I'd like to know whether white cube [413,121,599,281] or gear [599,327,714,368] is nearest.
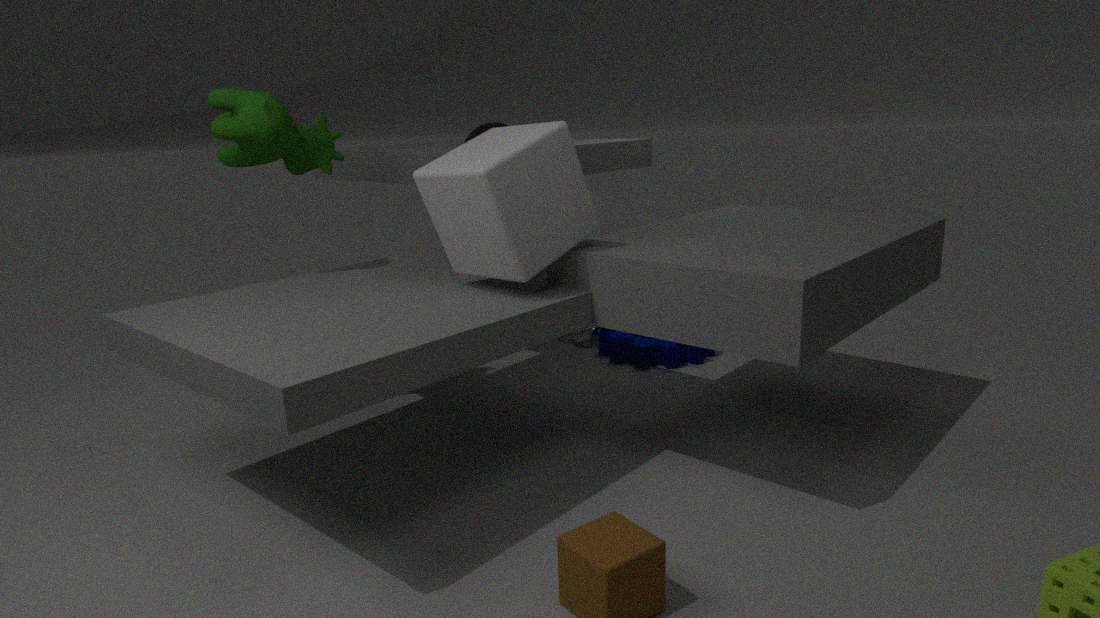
white cube [413,121,599,281]
